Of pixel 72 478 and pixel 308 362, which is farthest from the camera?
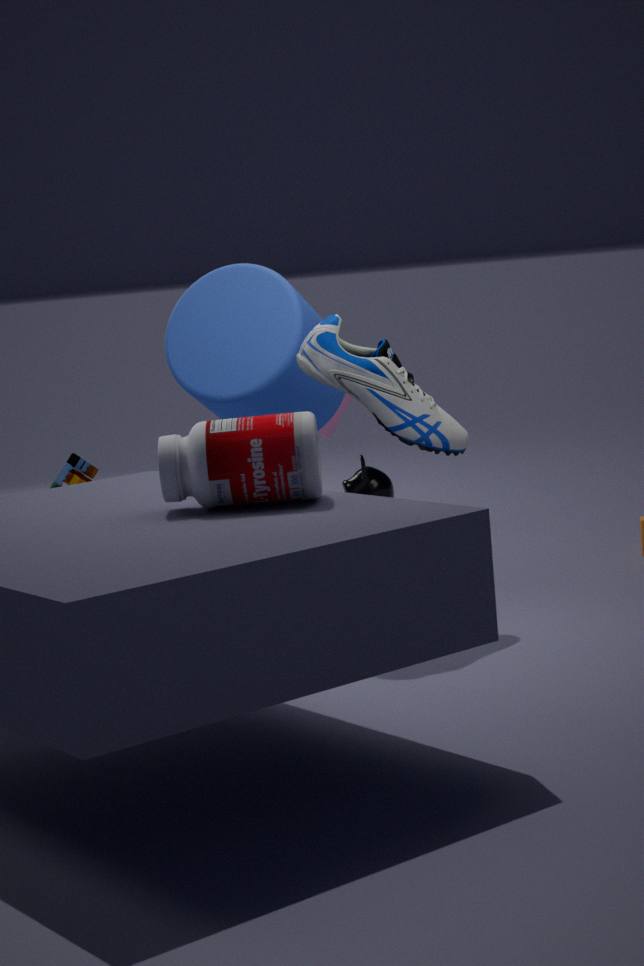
pixel 72 478
